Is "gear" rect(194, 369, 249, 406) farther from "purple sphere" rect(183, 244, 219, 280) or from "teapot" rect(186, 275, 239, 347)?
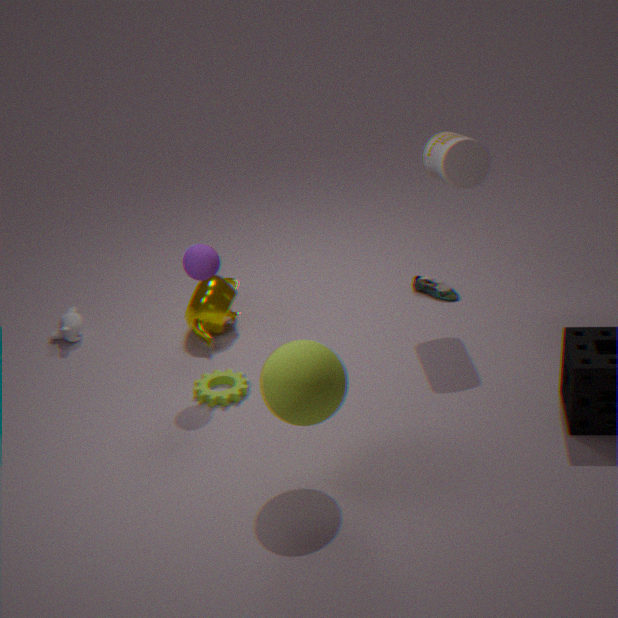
"purple sphere" rect(183, 244, 219, 280)
